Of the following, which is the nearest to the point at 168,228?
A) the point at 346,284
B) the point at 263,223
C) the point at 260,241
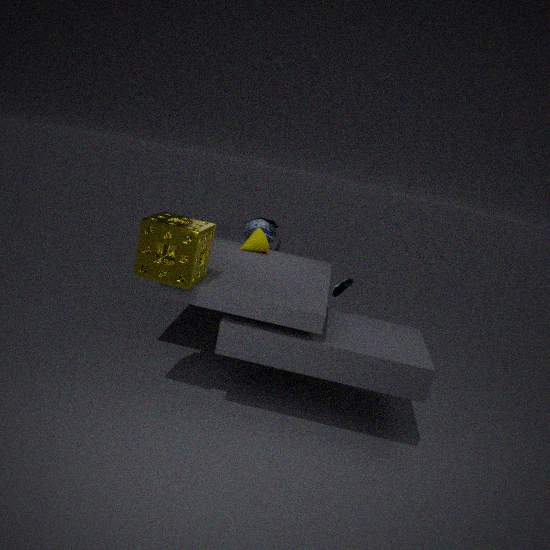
the point at 260,241
